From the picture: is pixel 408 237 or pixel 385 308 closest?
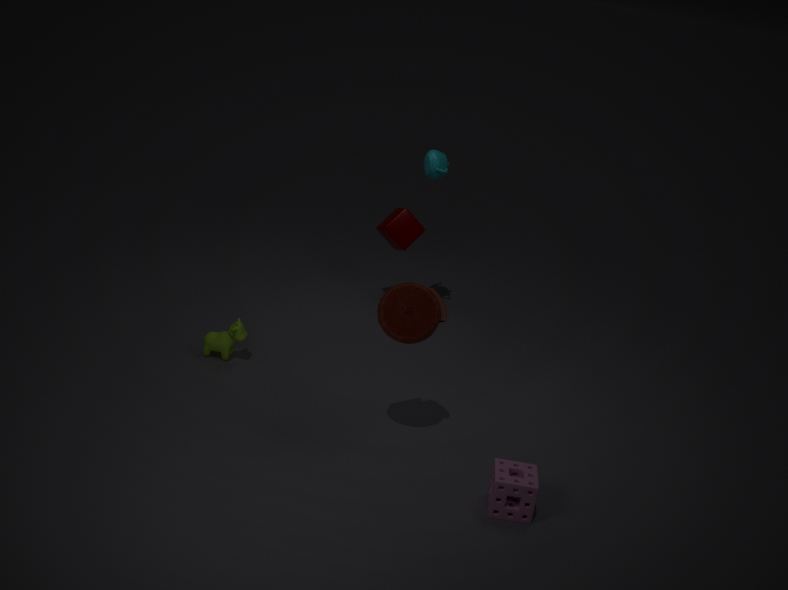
pixel 385 308
